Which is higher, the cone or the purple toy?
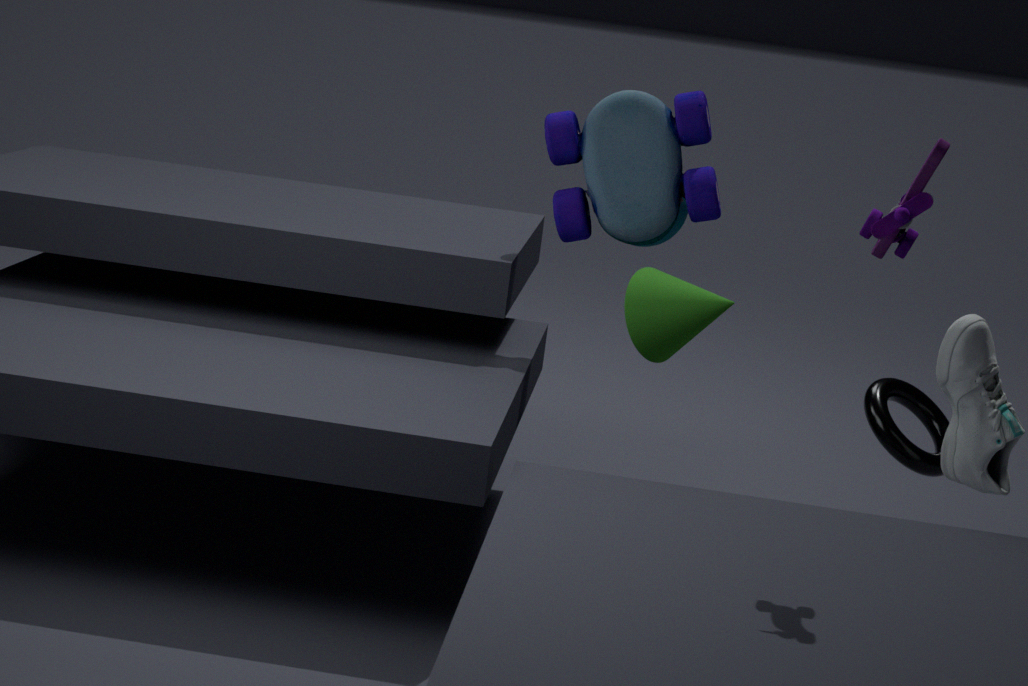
the purple toy
